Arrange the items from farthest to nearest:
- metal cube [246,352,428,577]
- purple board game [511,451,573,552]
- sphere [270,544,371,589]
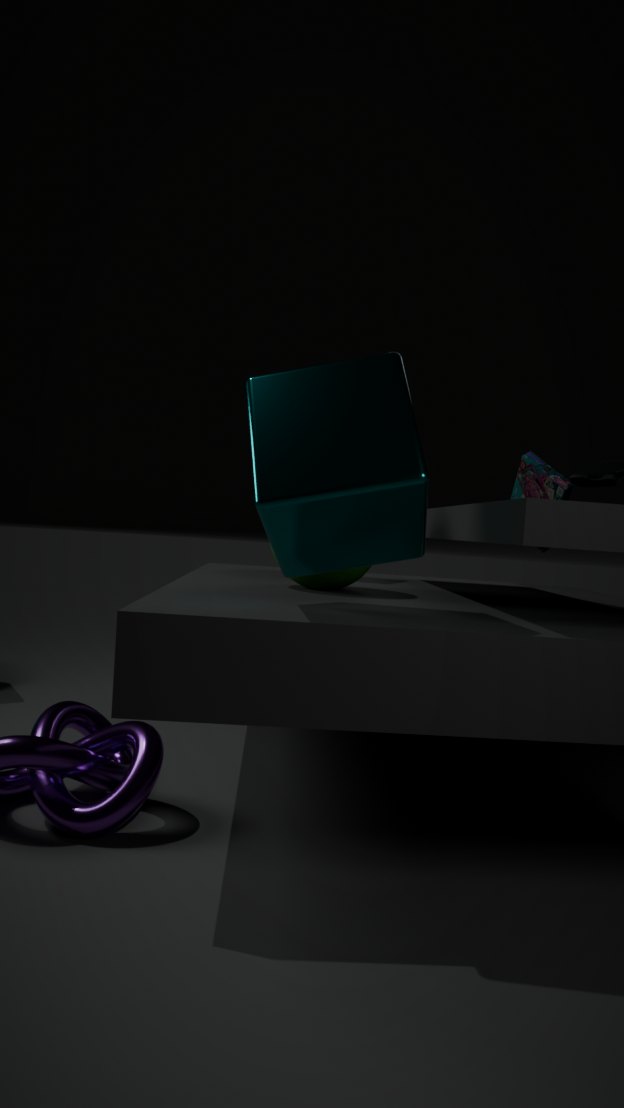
purple board game [511,451,573,552] → sphere [270,544,371,589] → metal cube [246,352,428,577]
